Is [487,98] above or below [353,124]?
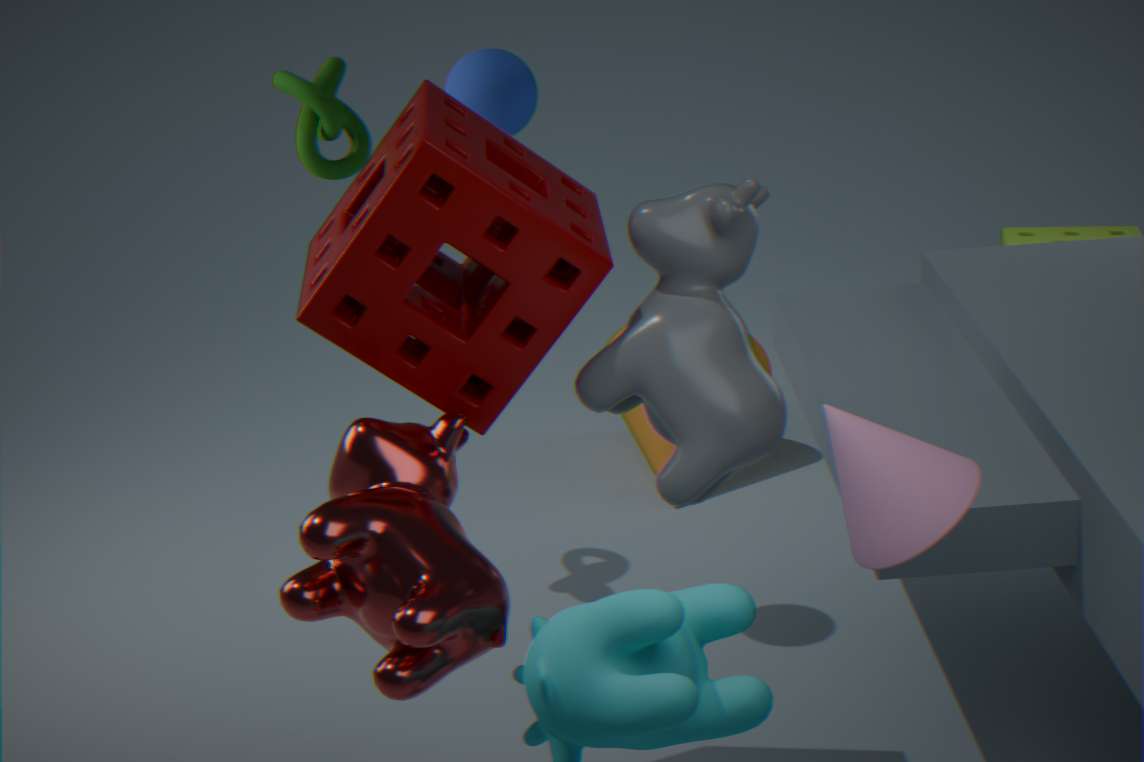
above
